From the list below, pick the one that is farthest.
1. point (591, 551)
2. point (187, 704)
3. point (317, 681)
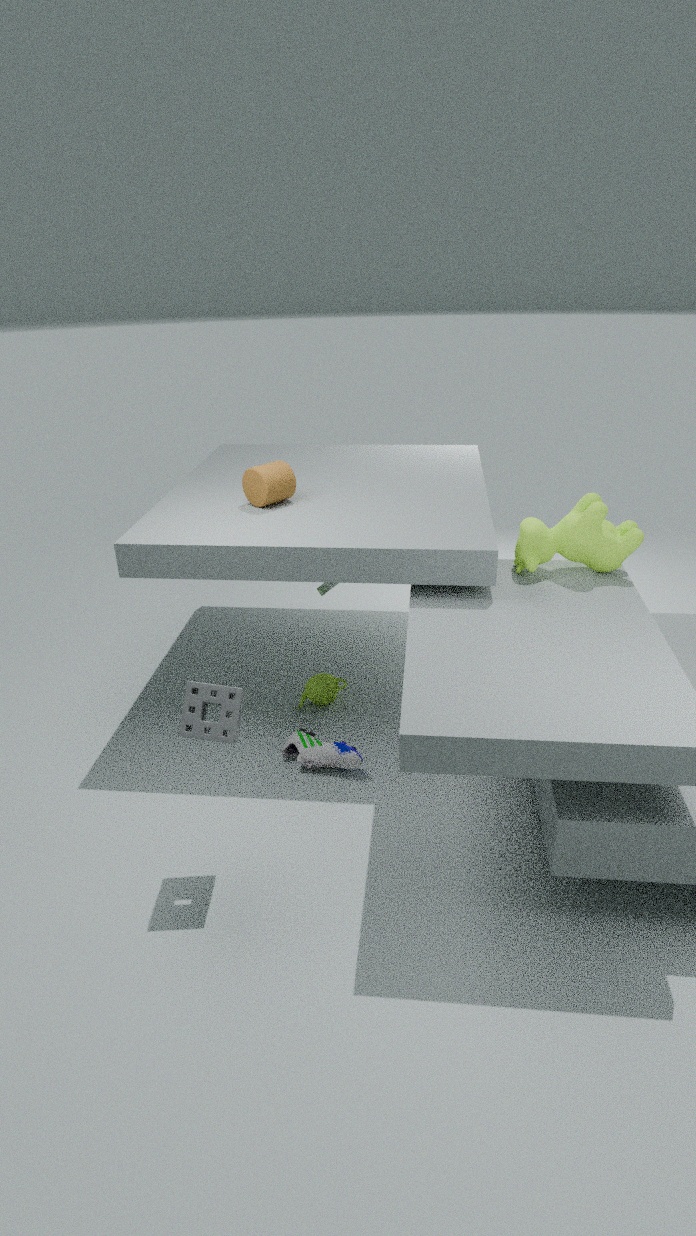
point (317, 681)
